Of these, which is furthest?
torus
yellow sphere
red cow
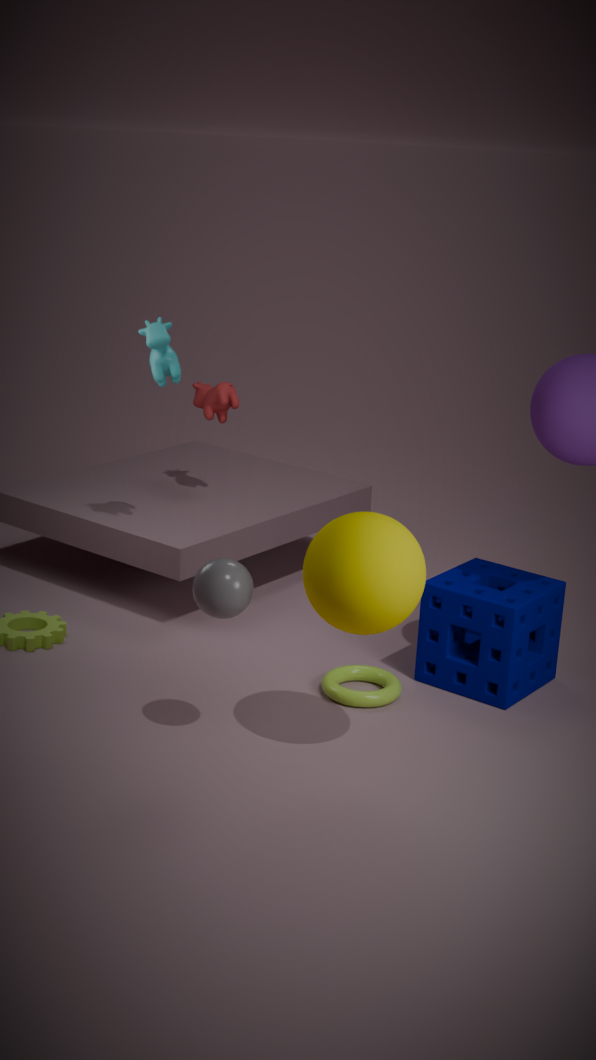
red cow
